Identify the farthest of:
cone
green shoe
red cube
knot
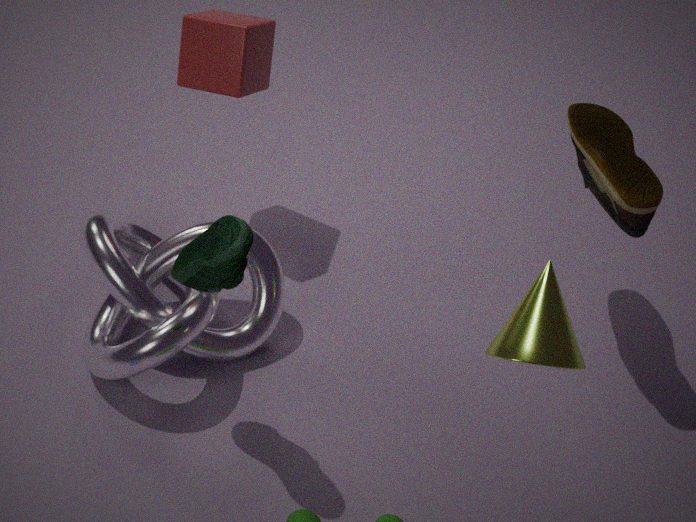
red cube
